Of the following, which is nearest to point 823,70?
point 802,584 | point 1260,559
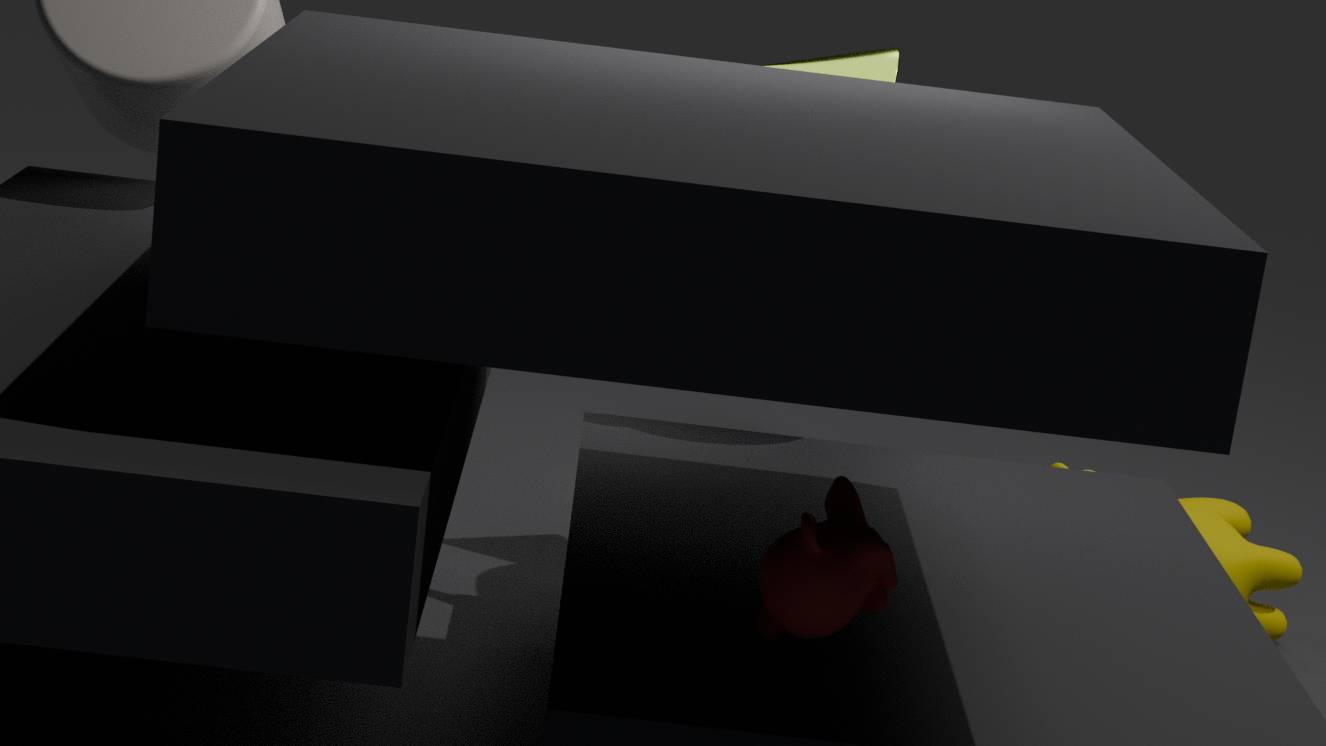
point 1260,559
